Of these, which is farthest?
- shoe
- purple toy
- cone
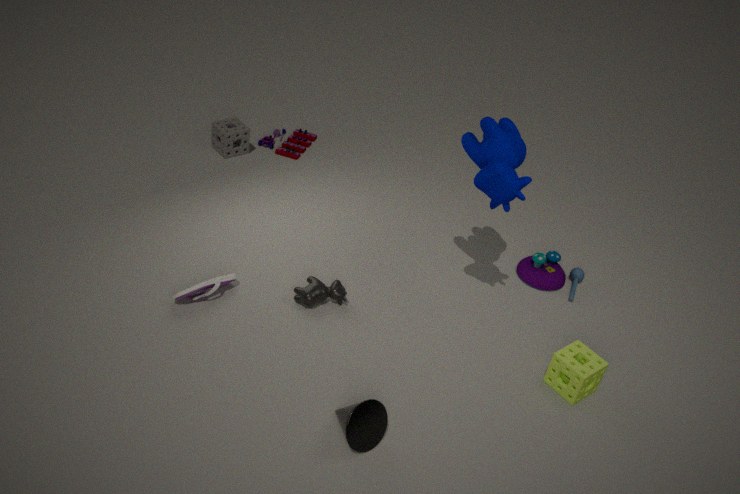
purple toy
